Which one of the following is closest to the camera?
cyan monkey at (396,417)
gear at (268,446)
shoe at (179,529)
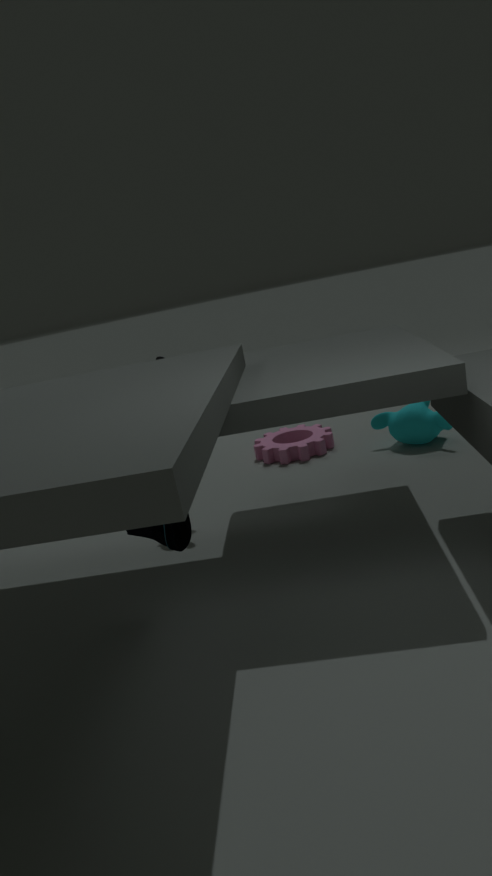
shoe at (179,529)
